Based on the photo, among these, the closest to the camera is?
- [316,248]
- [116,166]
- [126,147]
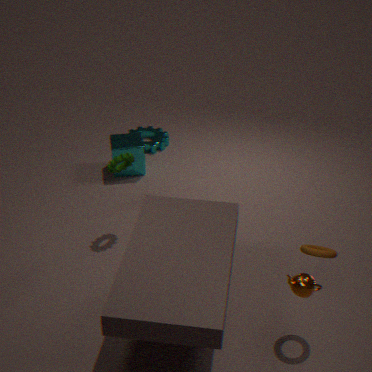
[316,248]
